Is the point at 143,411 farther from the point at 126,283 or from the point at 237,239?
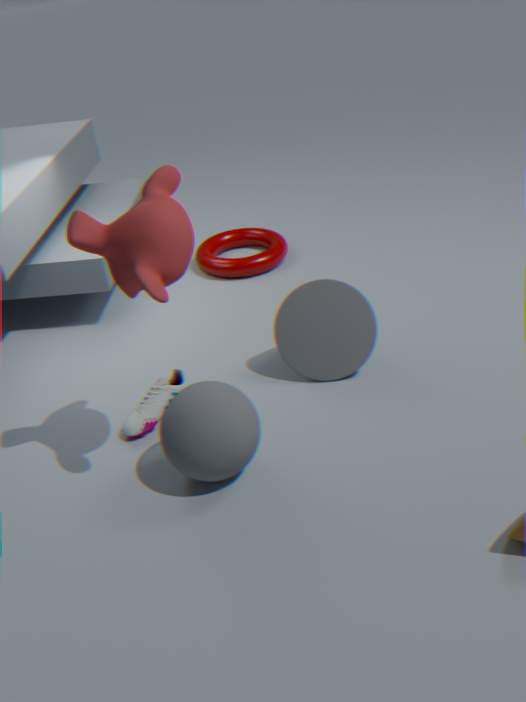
the point at 237,239
